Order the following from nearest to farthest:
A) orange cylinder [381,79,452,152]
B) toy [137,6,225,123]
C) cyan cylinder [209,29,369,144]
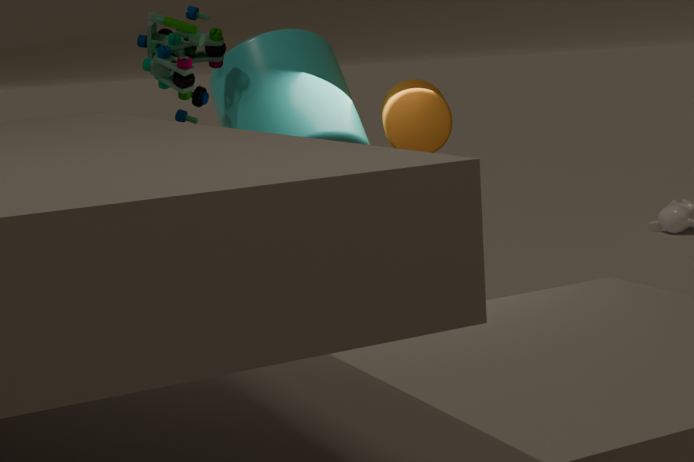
1. toy [137,6,225,123]
2. cyan cylinder [209,29,369,144]
3. orange cylinder [381,79,452,152]
